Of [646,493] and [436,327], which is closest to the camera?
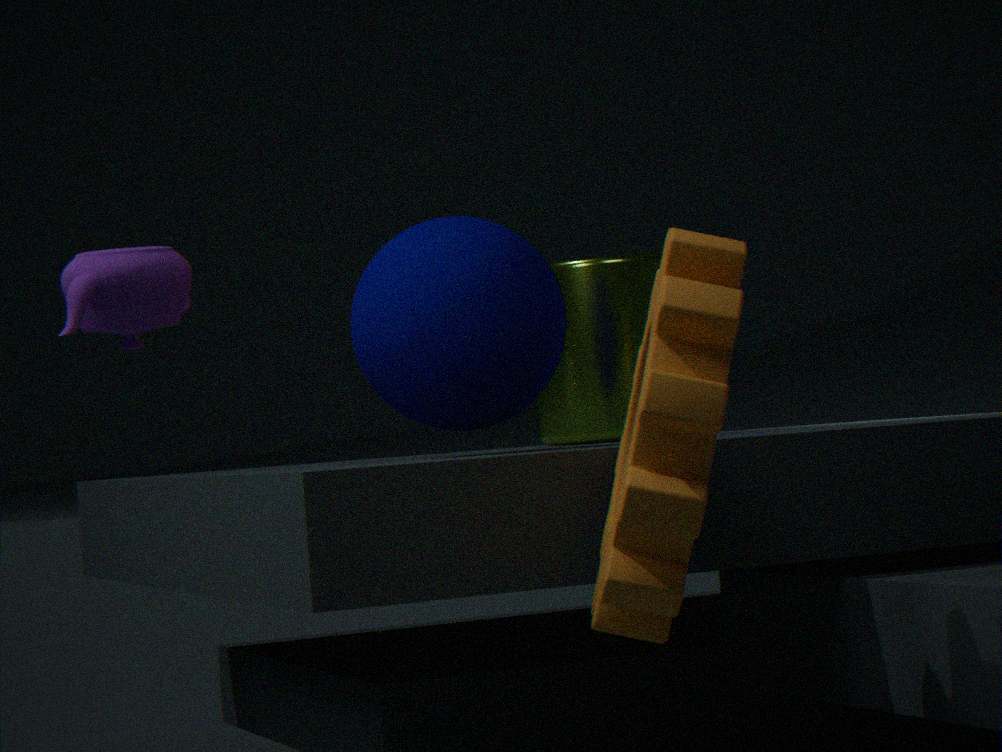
[646,493]
